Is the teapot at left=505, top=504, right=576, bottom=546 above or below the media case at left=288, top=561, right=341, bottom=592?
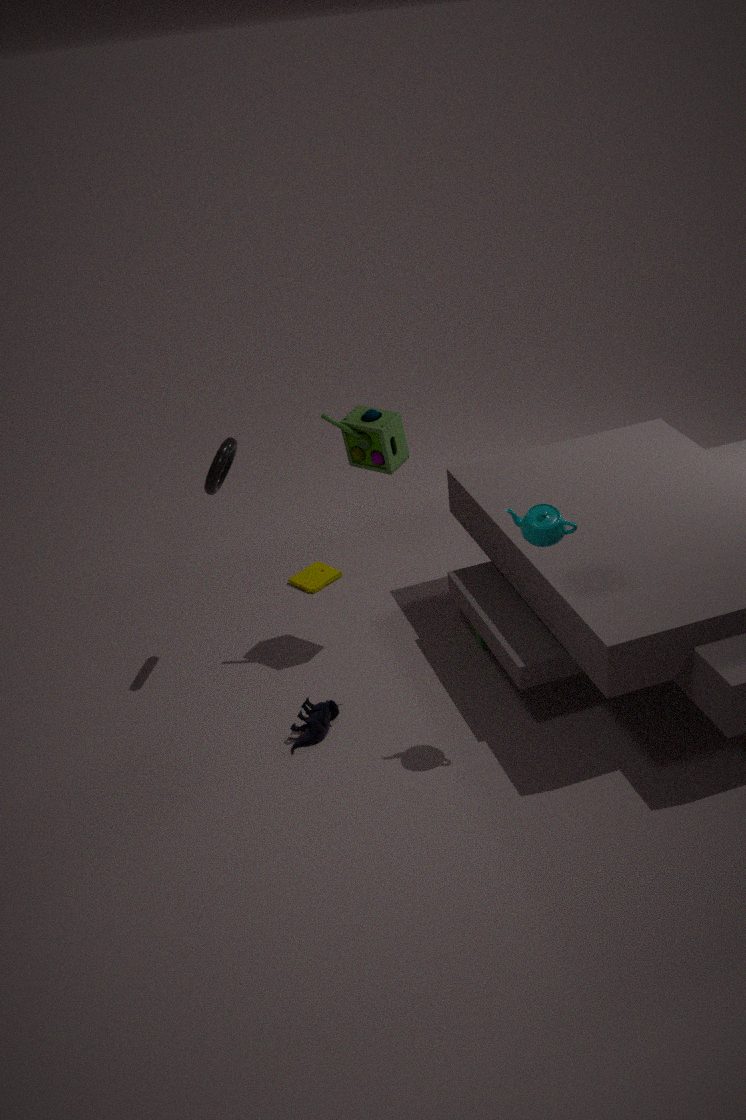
above
